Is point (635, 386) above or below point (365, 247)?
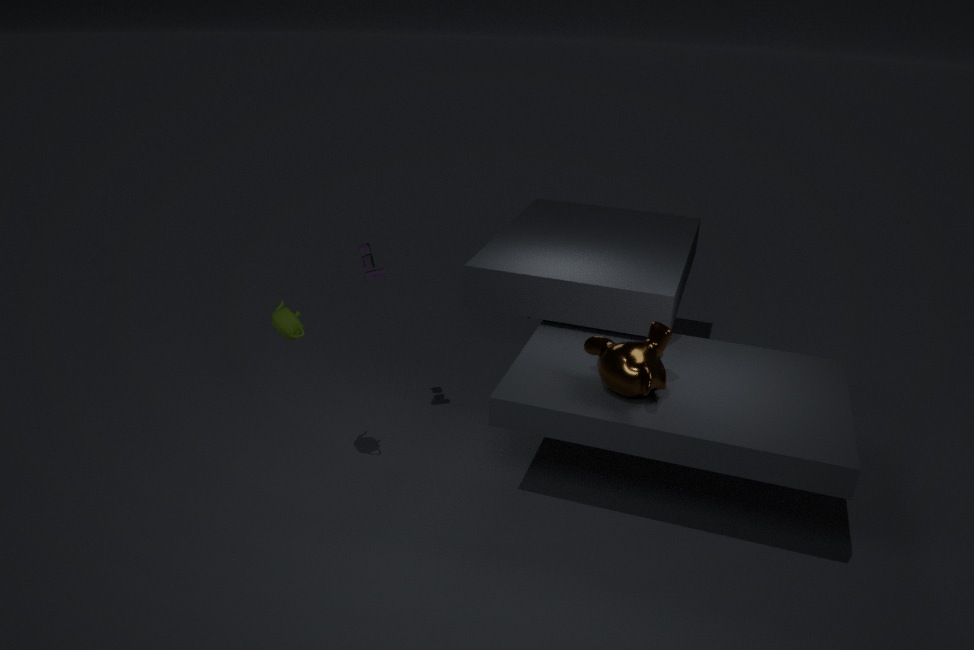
below
